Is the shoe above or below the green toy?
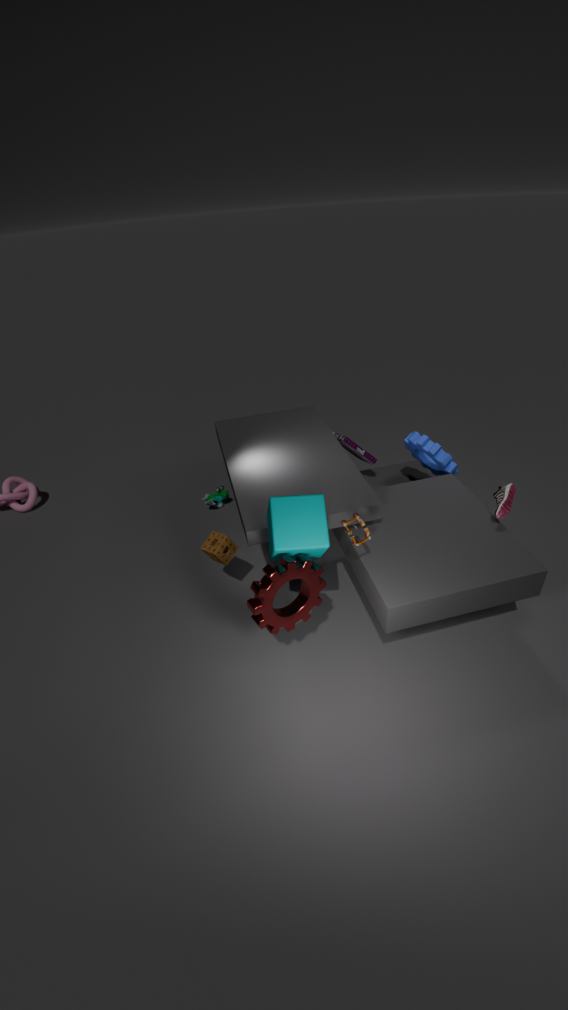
above
